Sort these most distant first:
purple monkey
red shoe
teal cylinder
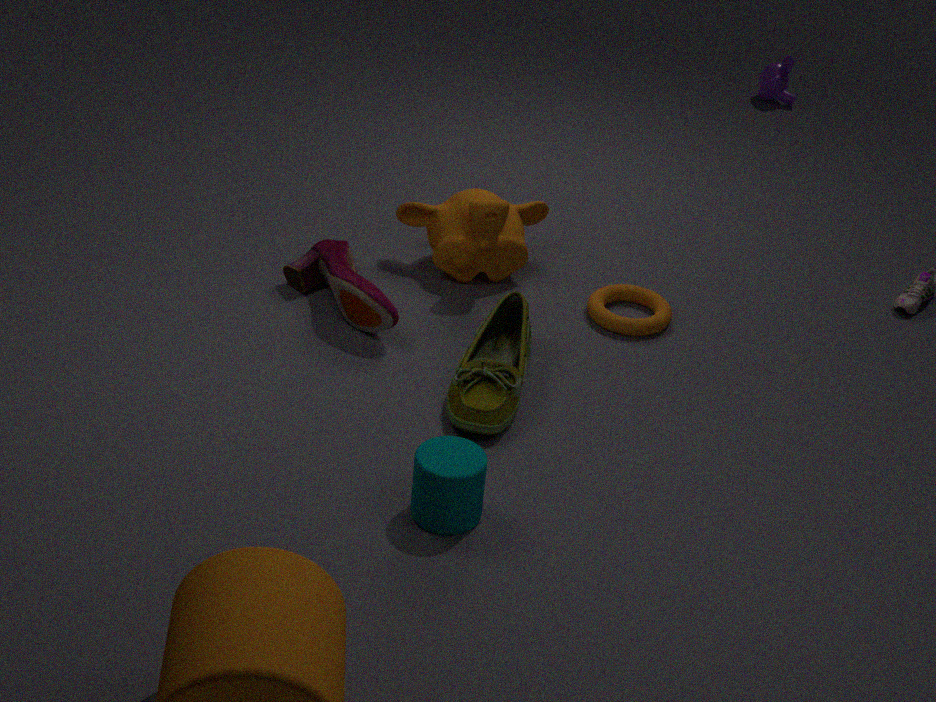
purple monkey, red shoe, teal cylinder
